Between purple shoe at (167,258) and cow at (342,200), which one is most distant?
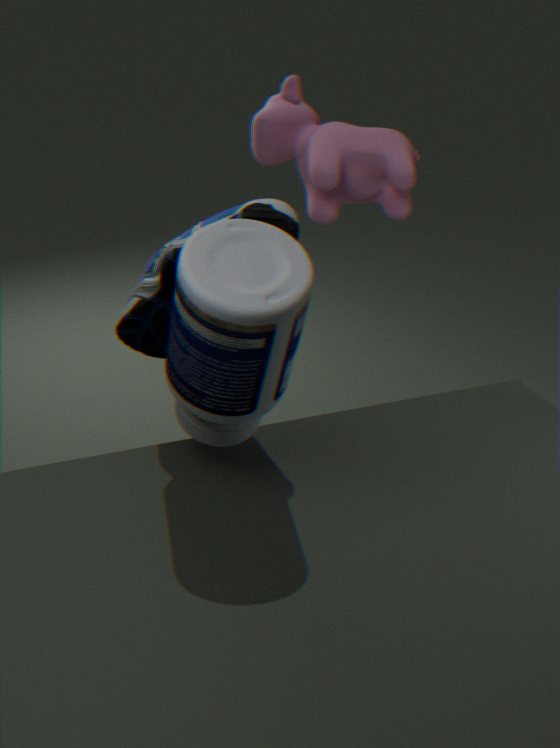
cow at (342,200)
